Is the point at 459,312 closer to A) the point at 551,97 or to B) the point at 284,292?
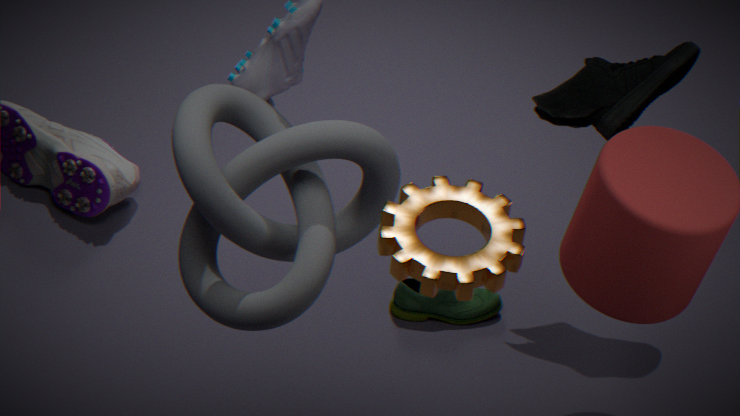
A) the point at 551,97
